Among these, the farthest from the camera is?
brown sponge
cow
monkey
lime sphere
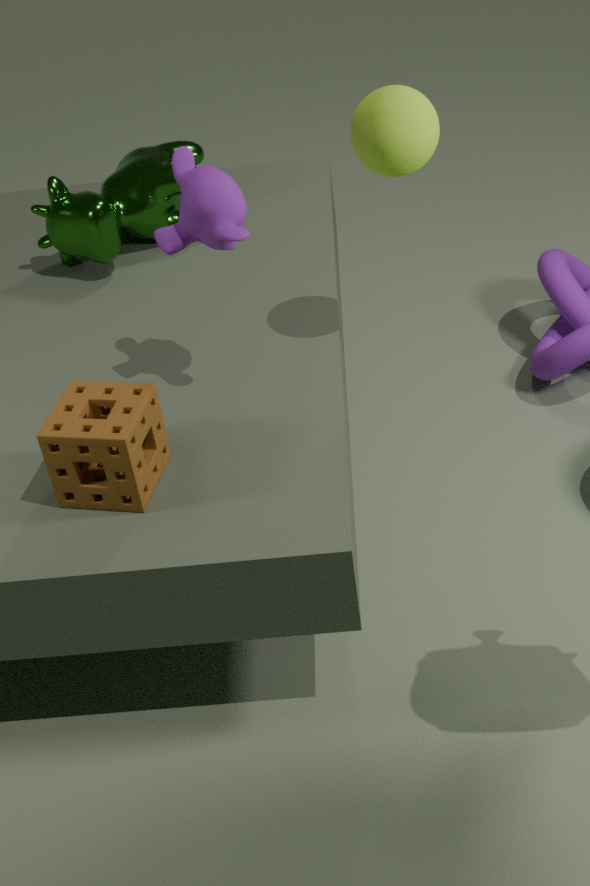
cow
